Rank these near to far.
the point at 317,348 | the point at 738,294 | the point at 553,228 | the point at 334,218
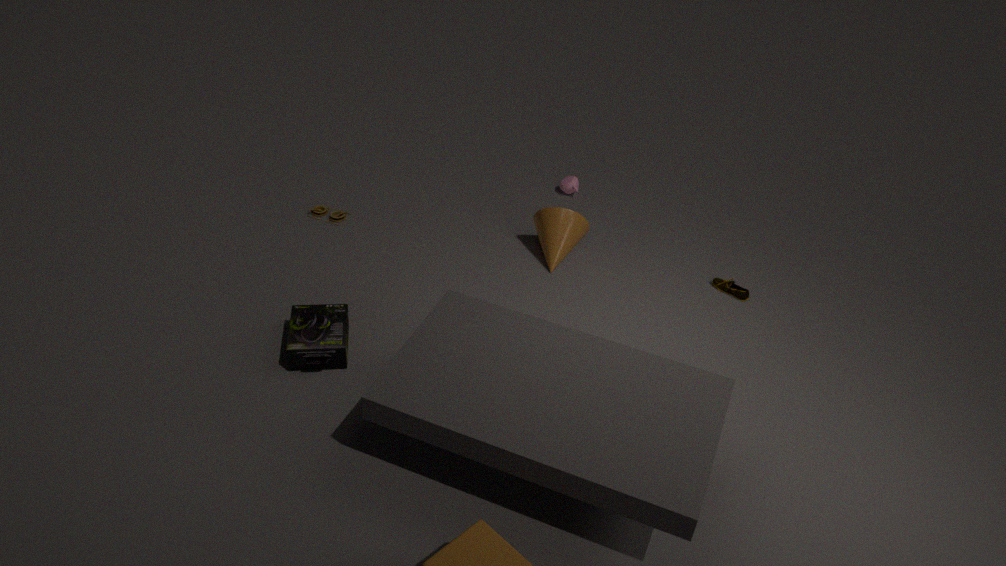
1. the point at 317,348
2. the point at 738,294
3. the point at 553,228
4. the point at 334,218
